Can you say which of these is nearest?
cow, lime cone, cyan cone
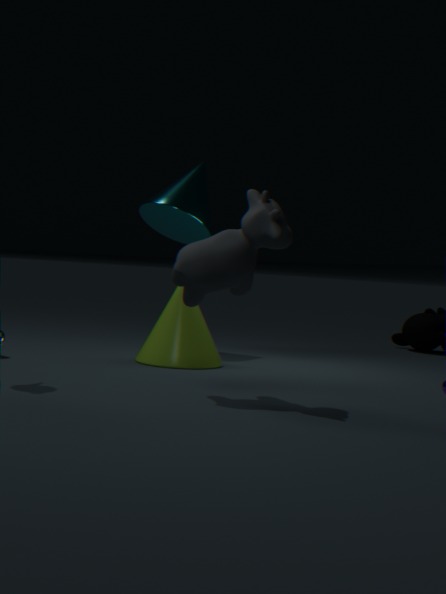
cow
